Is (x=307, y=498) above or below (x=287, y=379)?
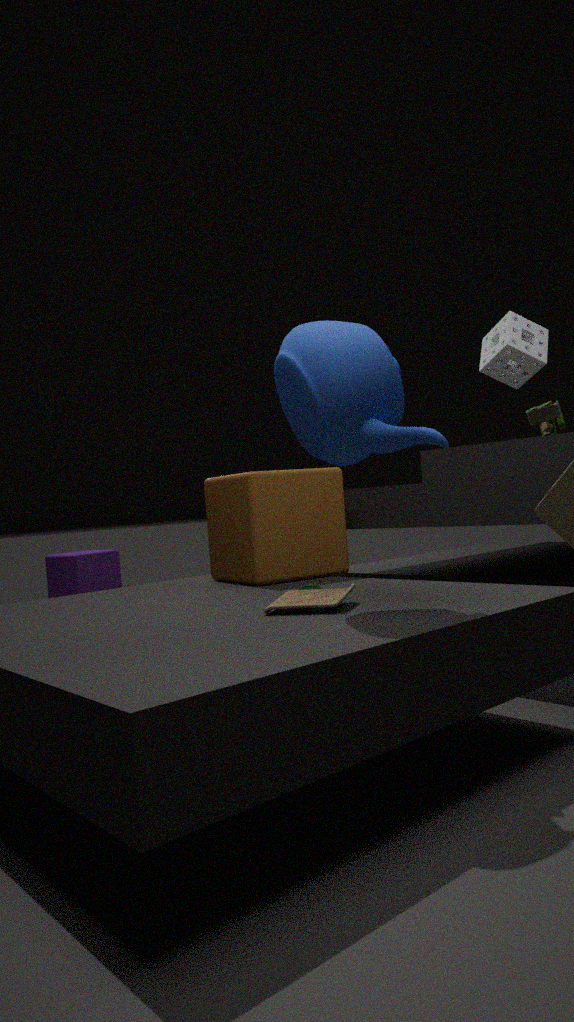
below
